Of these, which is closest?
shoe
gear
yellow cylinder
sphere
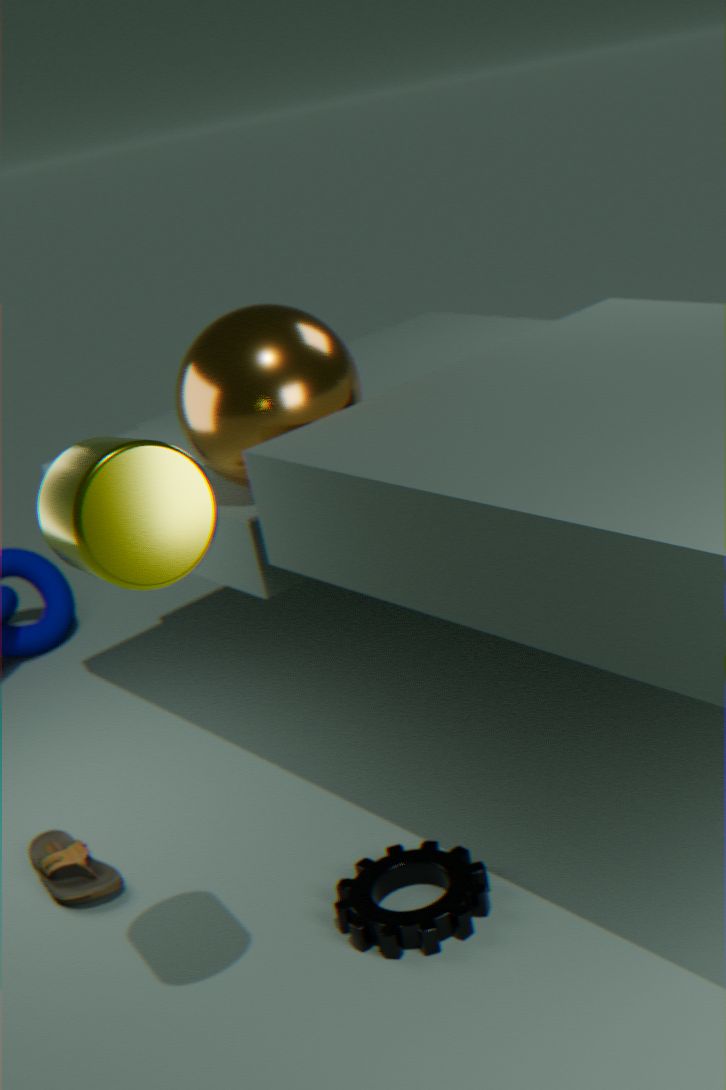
yellow cylinder
